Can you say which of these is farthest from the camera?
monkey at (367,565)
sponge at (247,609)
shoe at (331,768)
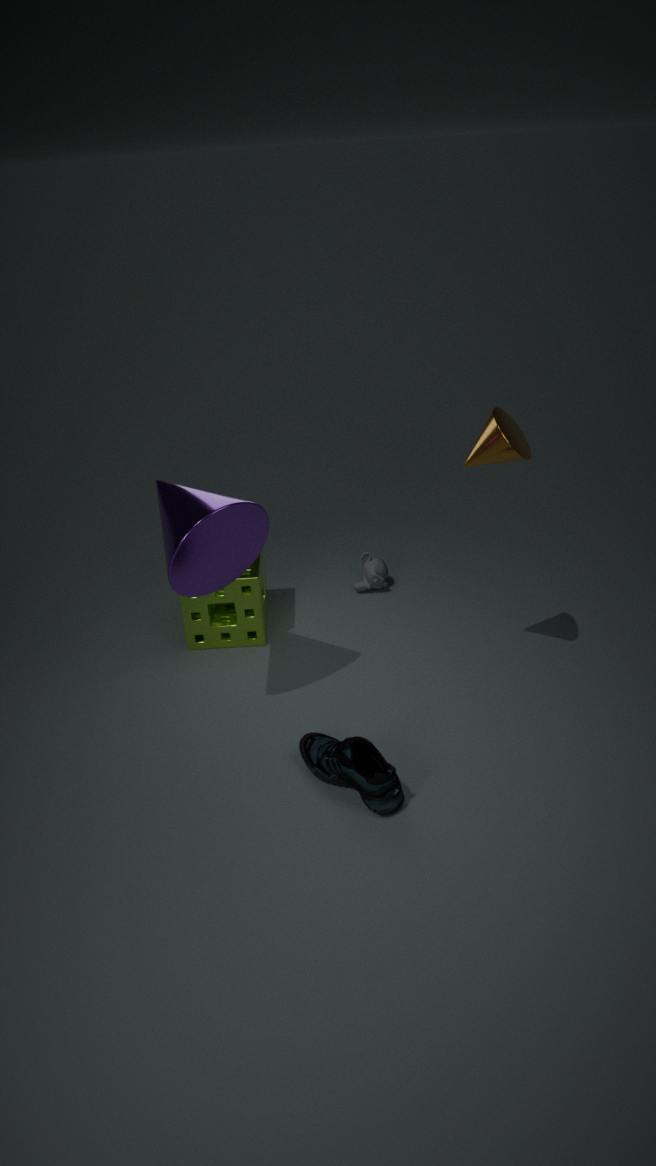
monkey at (367,565)
